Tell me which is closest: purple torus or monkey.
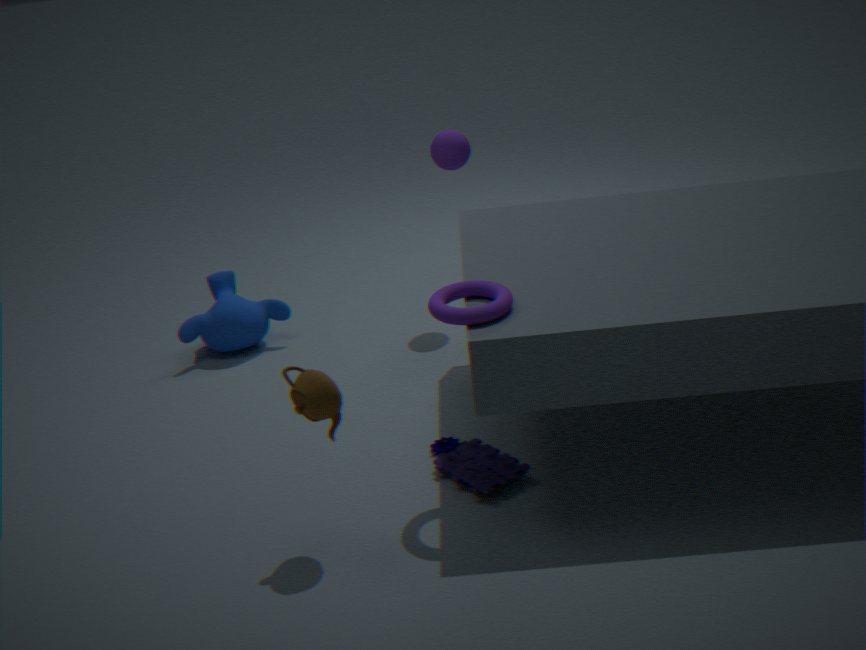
purple torus
